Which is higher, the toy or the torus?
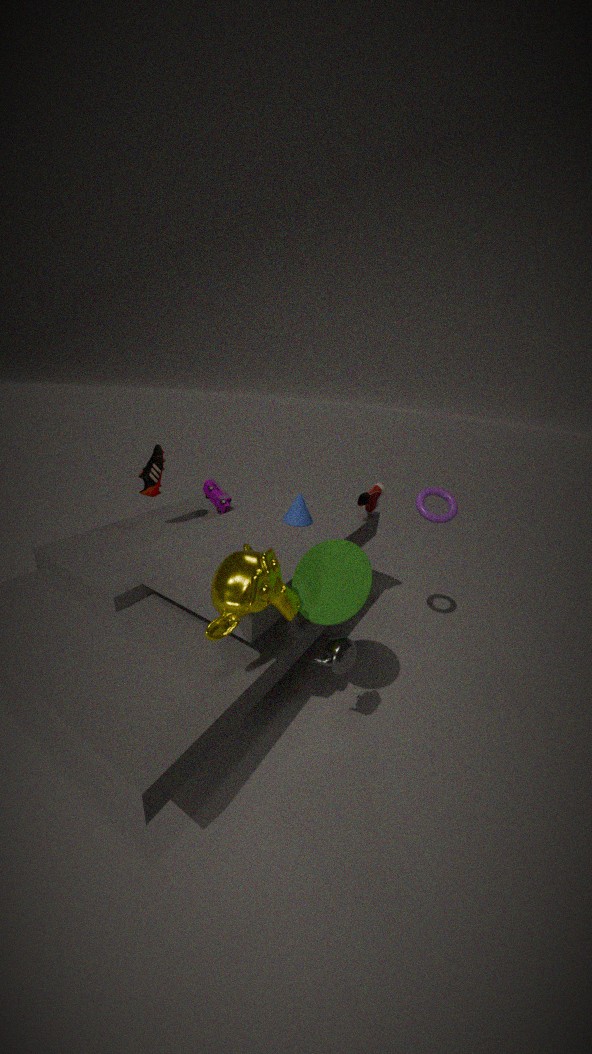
the torus
